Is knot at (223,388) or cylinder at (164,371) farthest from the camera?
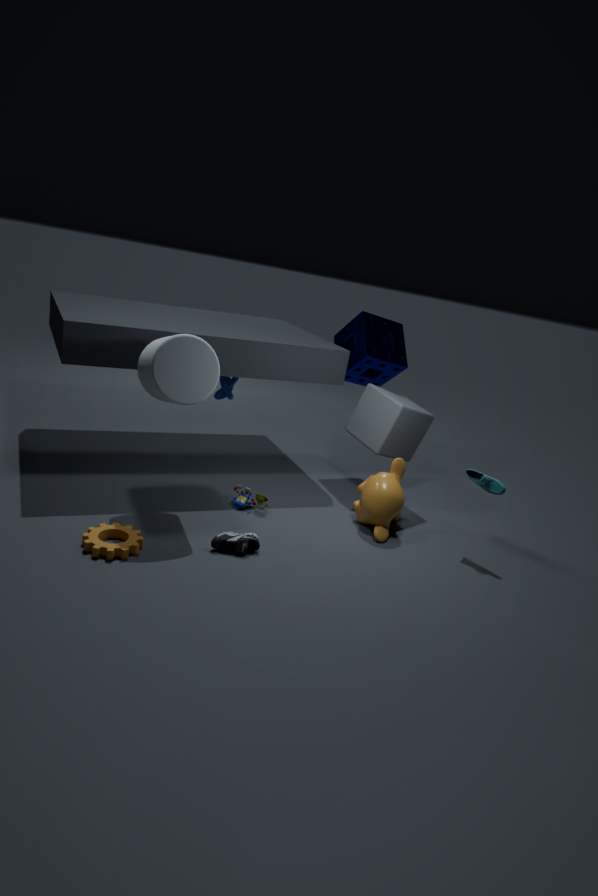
knot at (223,388)
